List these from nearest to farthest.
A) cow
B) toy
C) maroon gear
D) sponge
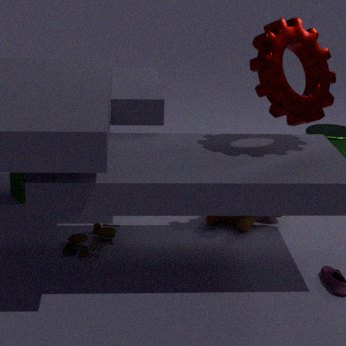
maroon gear
toy
cow
sponge
